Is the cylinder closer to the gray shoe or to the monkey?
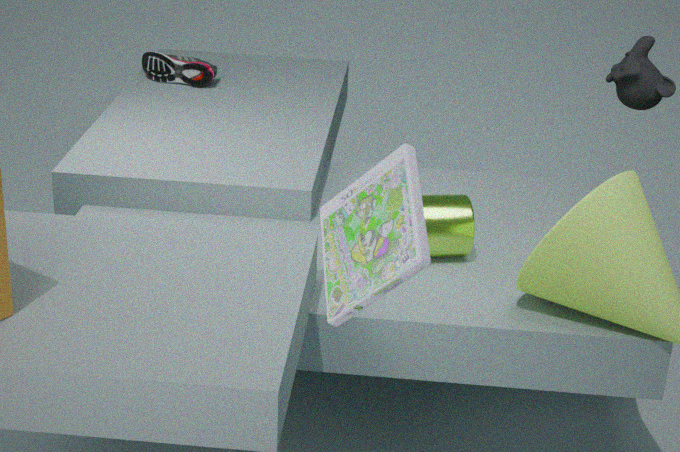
the monkey
